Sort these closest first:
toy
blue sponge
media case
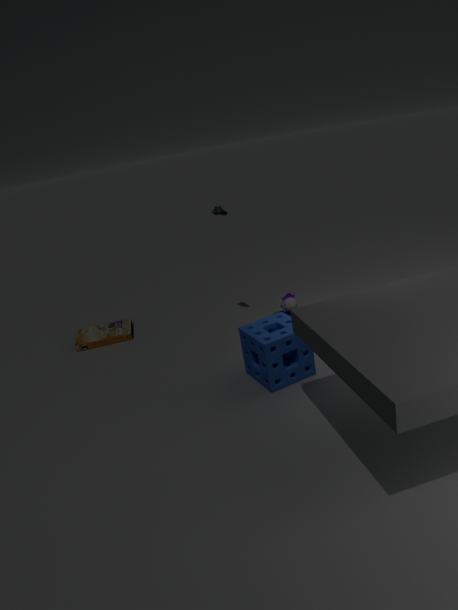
blue sponge, toy, media case
